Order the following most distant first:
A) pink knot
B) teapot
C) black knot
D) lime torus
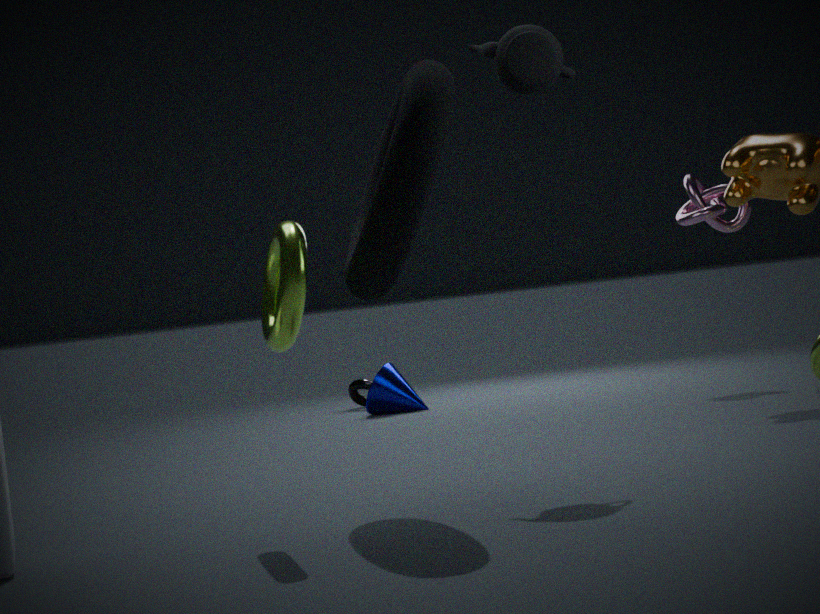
1. C. black knot
2. A. pink knot
3. B. teapot
4. D. lime torus
